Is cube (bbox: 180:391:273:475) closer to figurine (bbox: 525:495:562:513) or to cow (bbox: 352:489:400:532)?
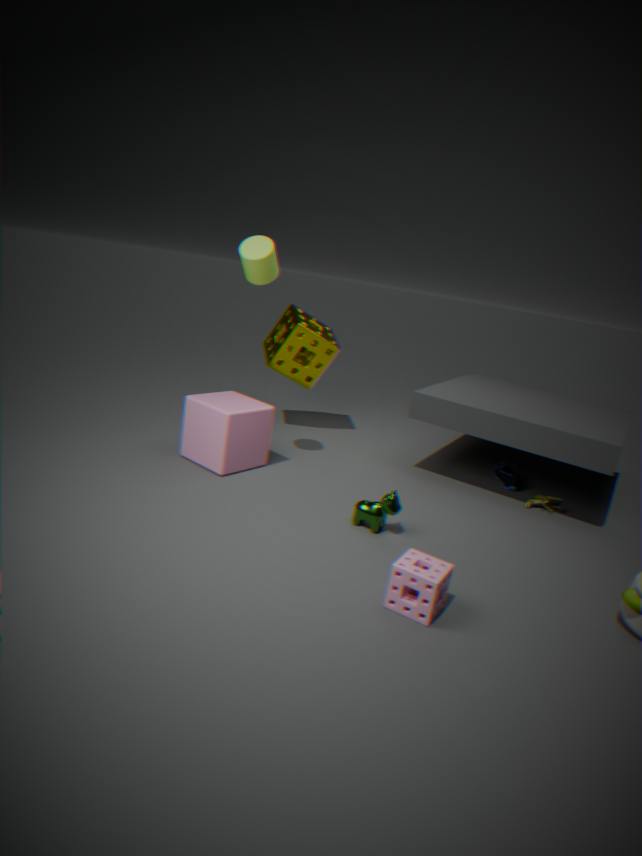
cow (bbox: 352:489:400:532)
